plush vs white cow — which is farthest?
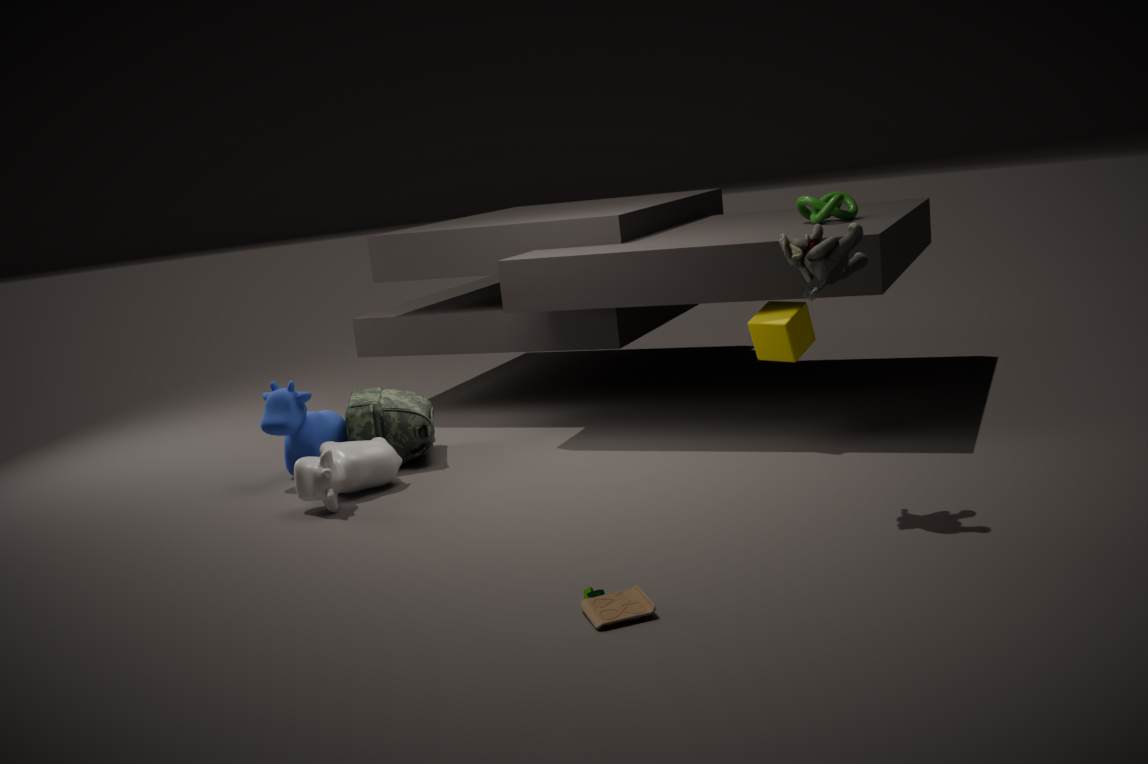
white cow
